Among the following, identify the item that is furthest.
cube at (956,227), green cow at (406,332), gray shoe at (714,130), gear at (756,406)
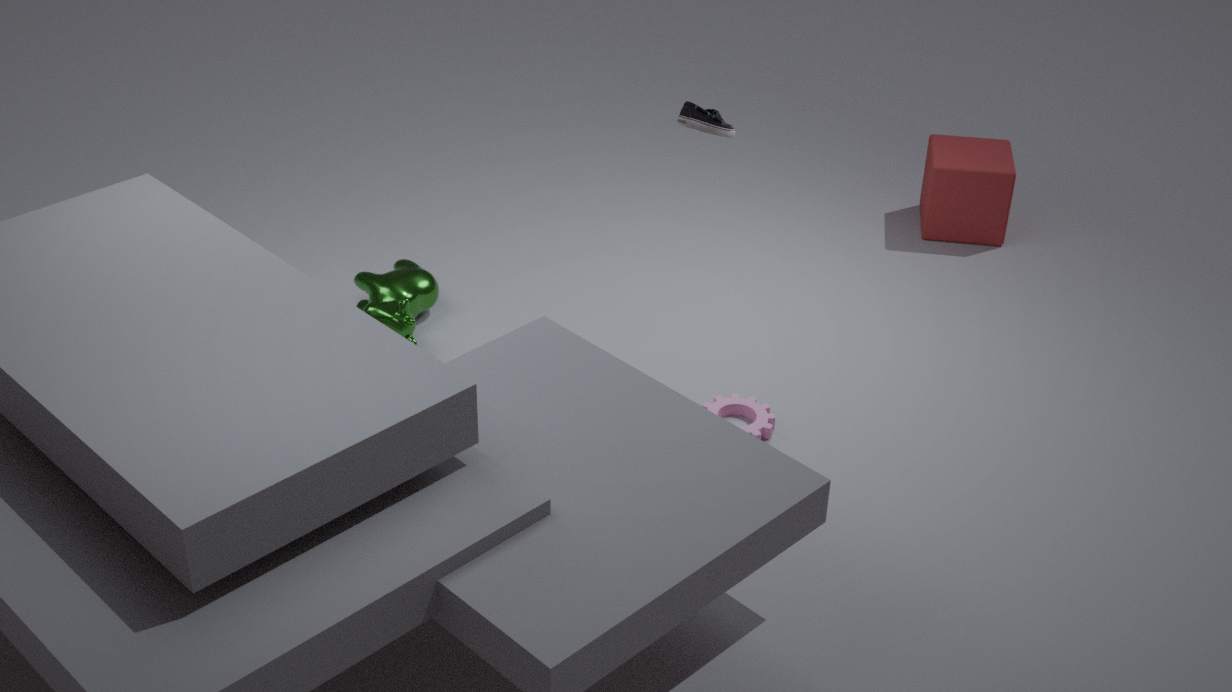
cube at (956,227)
